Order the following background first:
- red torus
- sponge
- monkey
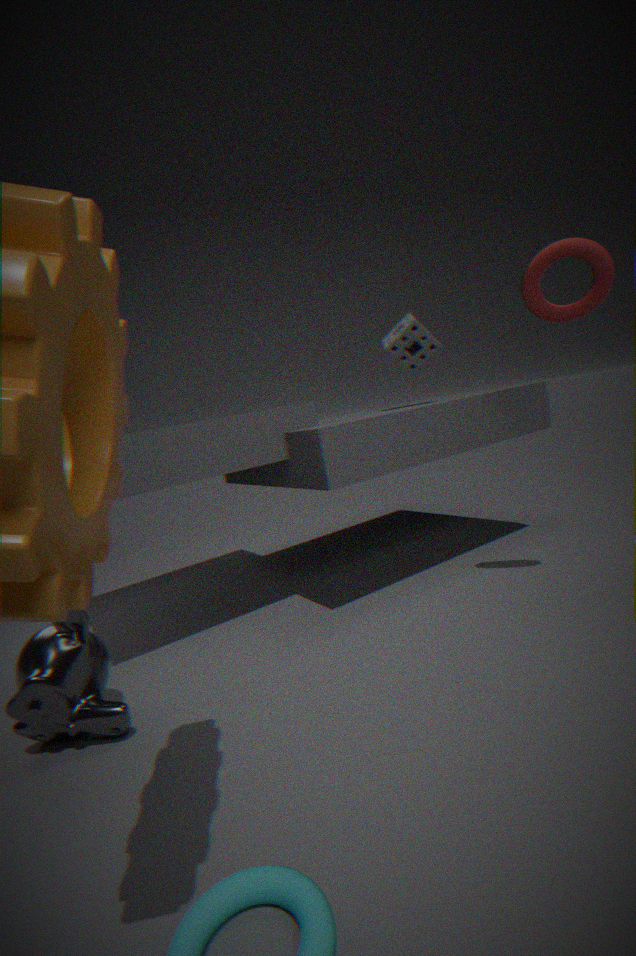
sponge, red torus, monkey
